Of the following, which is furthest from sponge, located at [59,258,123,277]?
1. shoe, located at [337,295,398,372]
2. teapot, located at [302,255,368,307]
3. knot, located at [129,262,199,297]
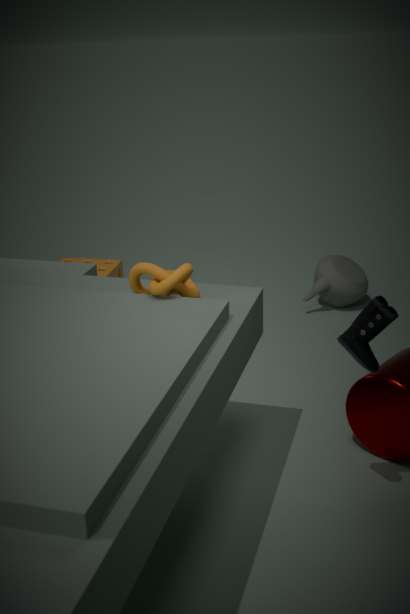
shoe, located at [337,295,398,372]
